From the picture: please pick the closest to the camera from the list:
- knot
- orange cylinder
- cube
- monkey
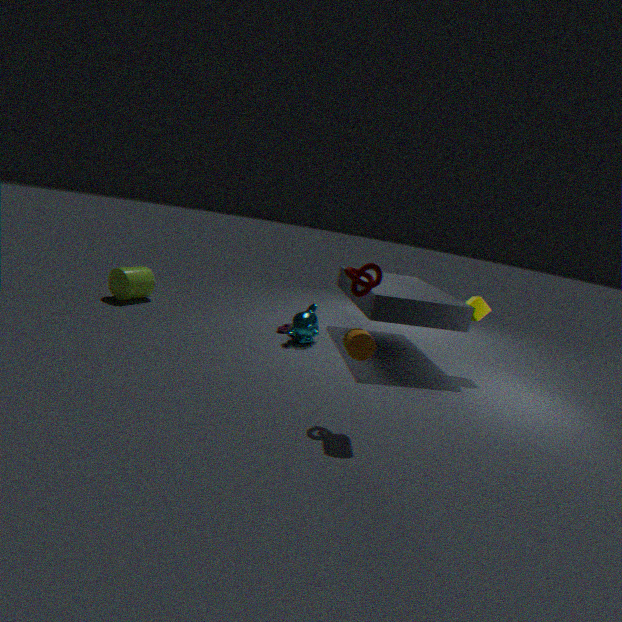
orange cylinder
